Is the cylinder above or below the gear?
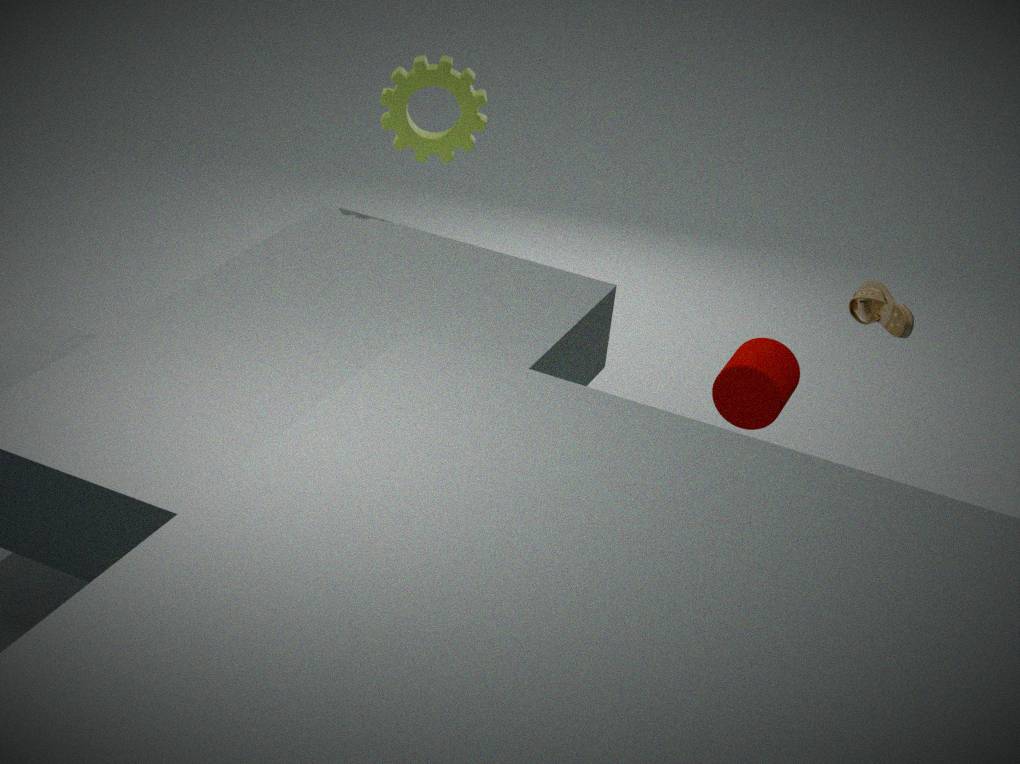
below
